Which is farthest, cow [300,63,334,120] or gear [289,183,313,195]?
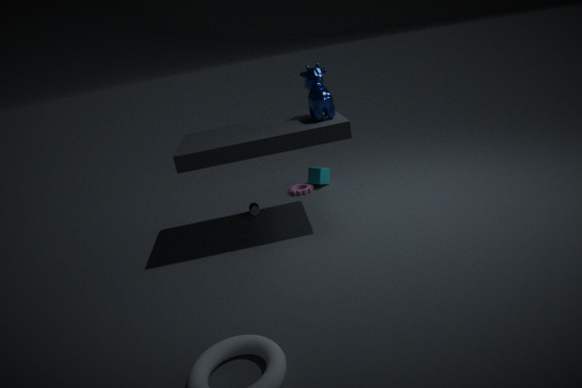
gear [289,183,313,195]
